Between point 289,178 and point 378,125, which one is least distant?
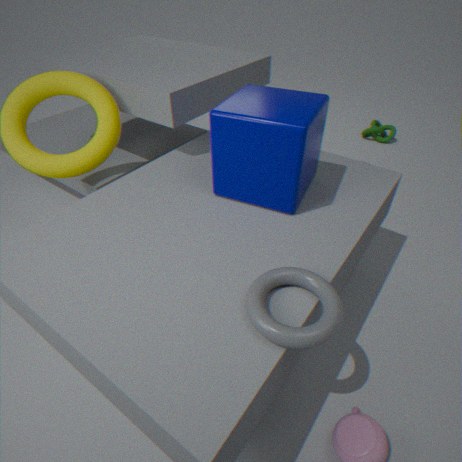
point 289,178
